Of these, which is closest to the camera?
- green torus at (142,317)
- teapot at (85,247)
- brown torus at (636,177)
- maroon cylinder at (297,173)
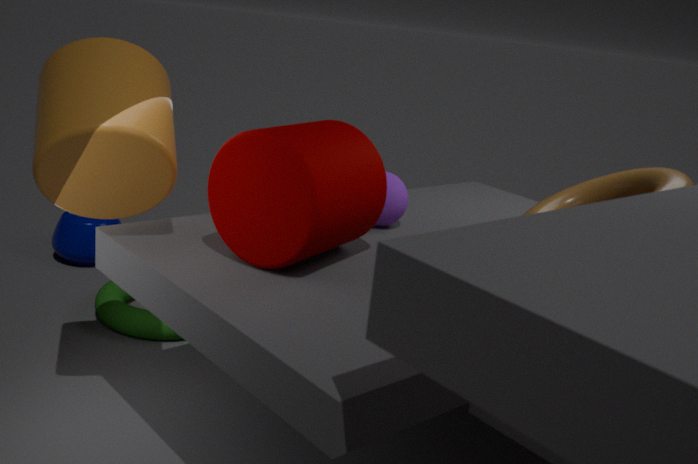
maroon cylinder at (297,173)
